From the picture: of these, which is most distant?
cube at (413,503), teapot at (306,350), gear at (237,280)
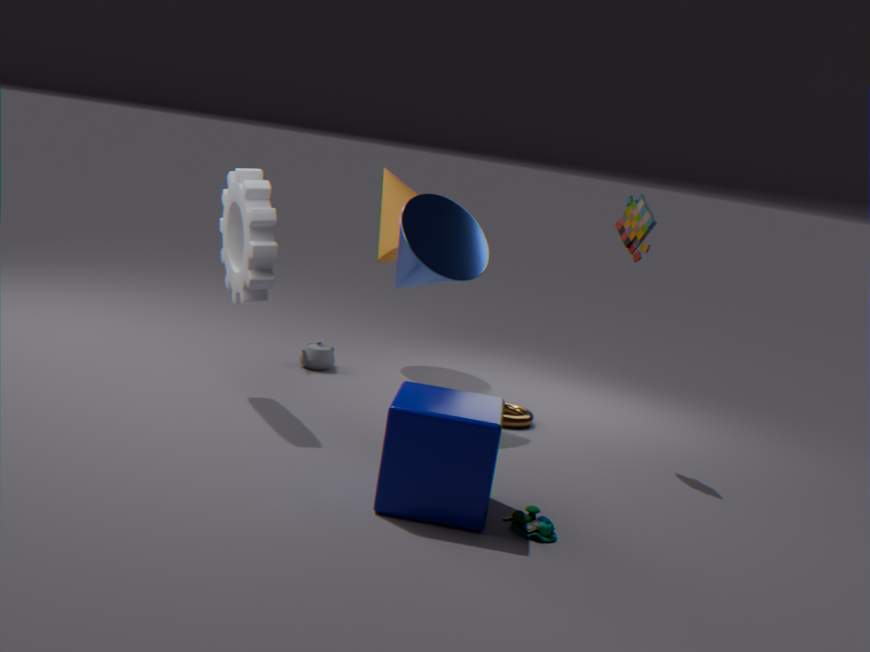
teapot at (306,350)
